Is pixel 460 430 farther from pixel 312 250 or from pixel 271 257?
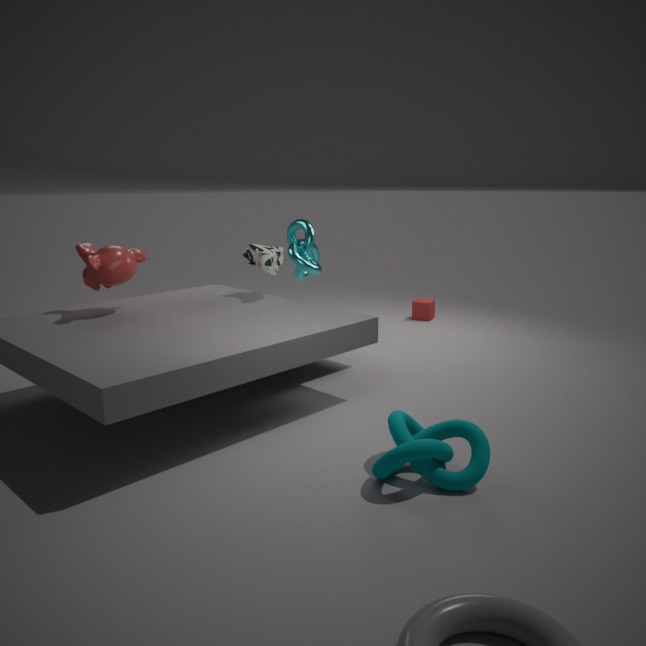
pixel 312 250
